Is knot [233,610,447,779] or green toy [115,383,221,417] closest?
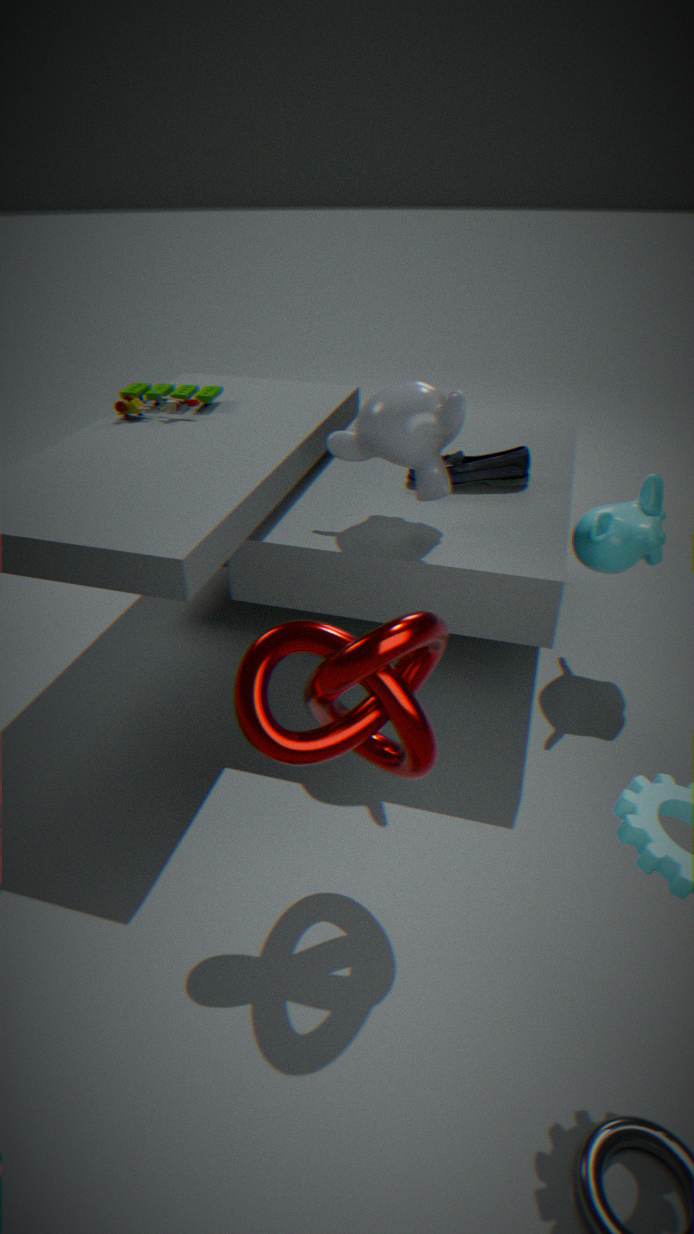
knot [233,610,447,779]
